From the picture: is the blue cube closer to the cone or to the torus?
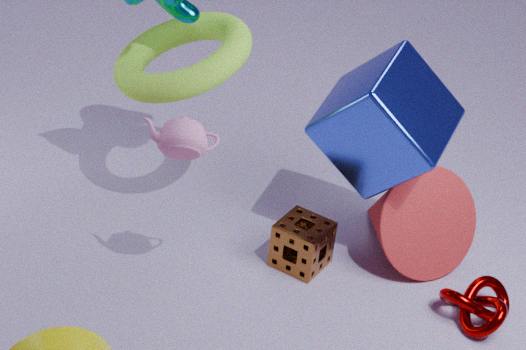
the cone
